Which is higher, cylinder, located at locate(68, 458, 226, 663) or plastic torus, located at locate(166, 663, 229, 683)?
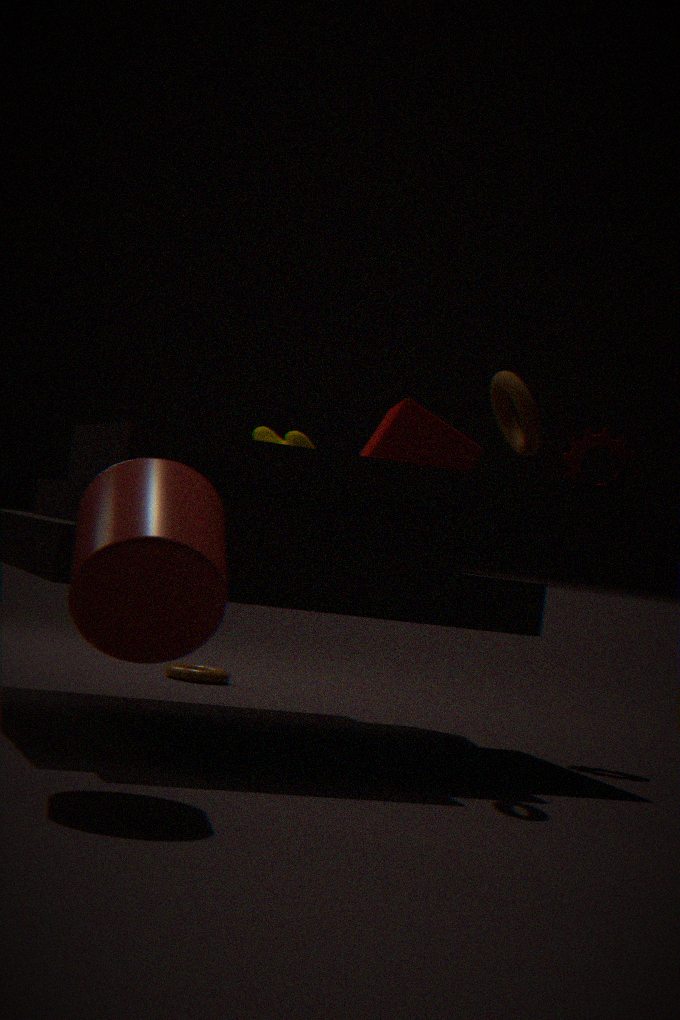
cylinder, located at locate(68, 458, 226, 663)
